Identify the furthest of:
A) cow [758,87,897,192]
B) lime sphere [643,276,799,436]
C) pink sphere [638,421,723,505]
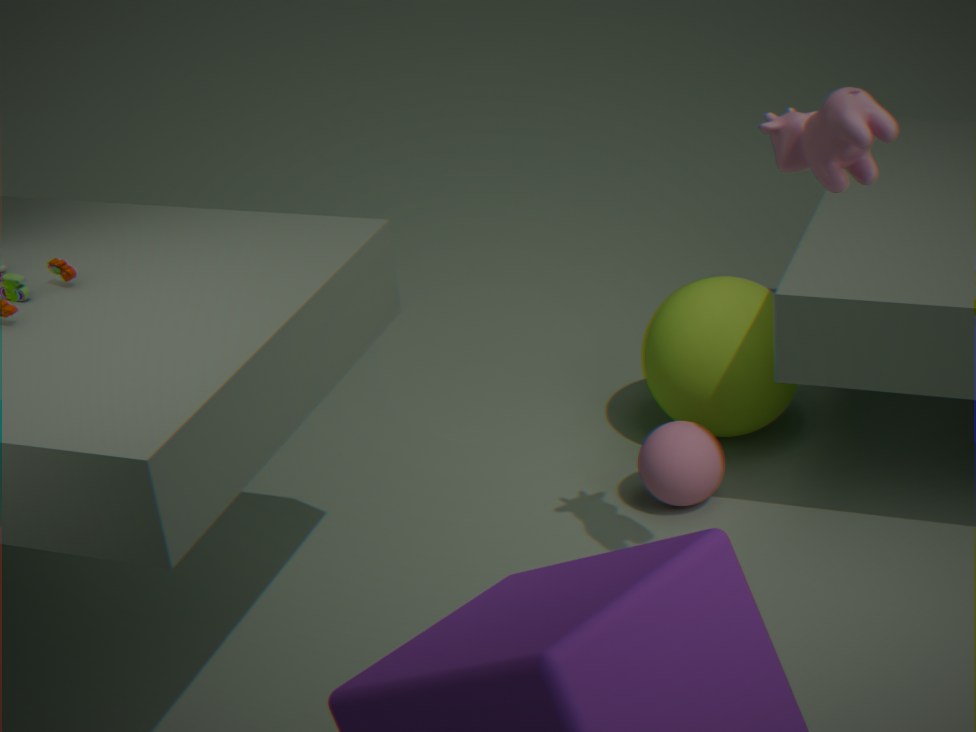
lime sphere [643,276,799,436]
